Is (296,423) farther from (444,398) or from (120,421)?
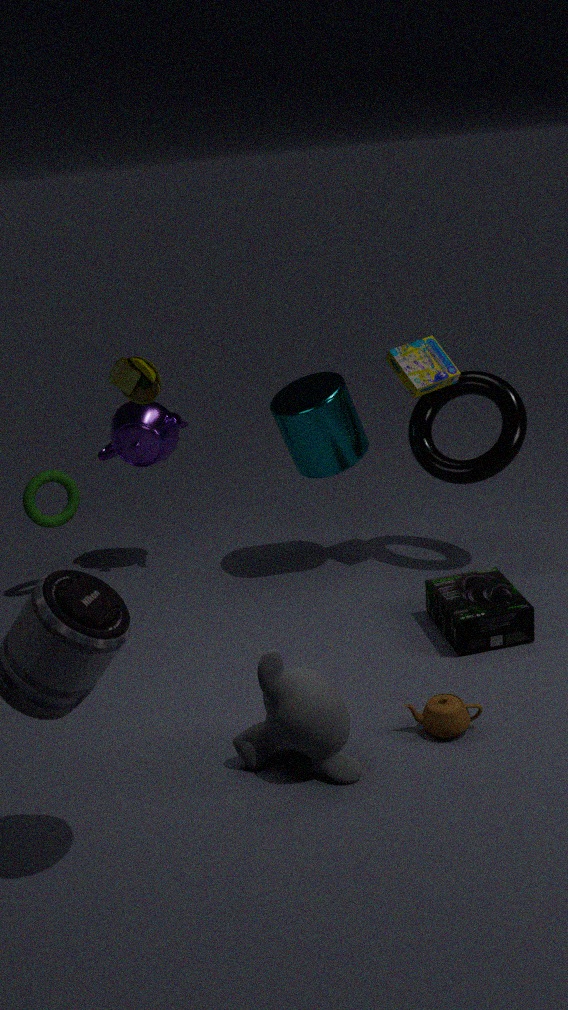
(120,421)
